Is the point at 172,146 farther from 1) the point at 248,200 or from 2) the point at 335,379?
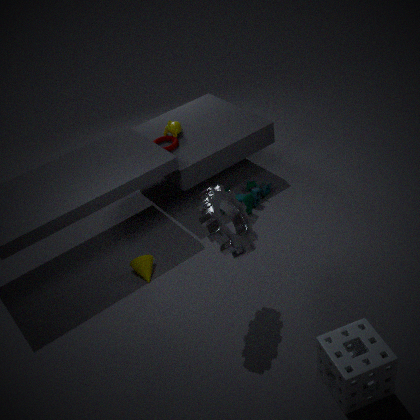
2) the point at 335,379
